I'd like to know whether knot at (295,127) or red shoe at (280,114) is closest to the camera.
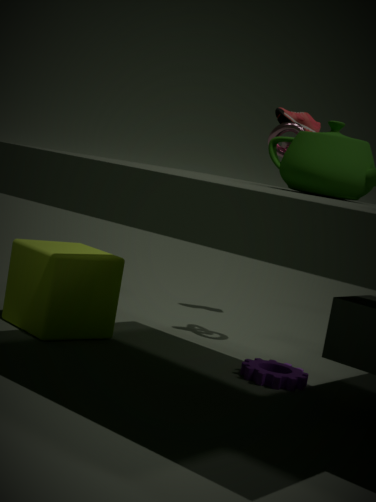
knot at (295,127)
